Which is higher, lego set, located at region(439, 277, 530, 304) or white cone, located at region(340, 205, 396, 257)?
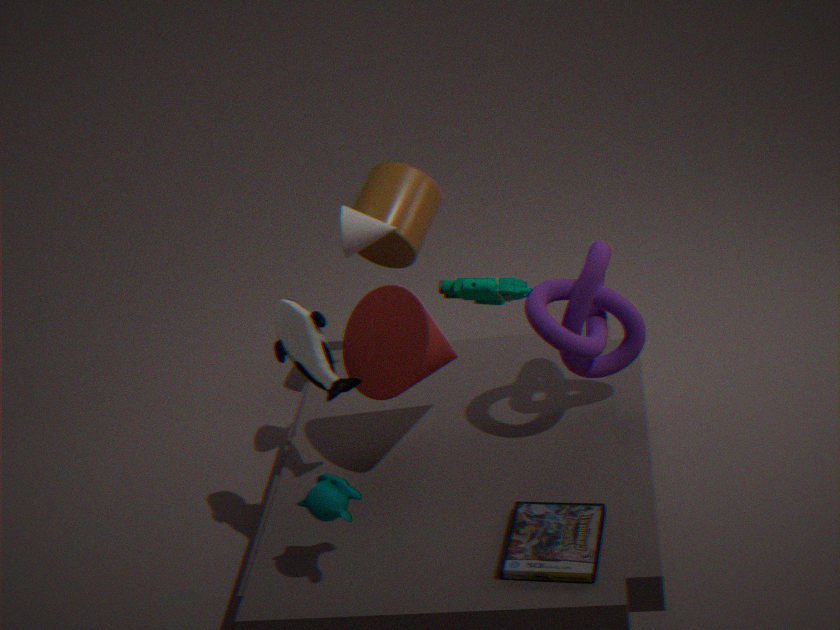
white cone, located at region(340, 205, 396, 257)
